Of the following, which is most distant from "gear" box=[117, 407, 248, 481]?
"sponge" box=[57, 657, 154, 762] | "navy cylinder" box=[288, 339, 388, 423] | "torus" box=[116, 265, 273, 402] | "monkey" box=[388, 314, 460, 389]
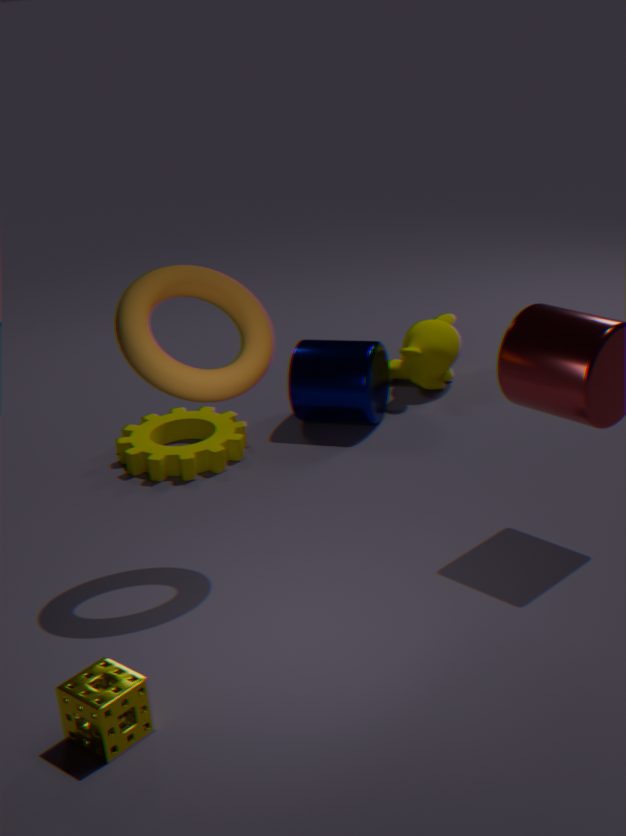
"sponge" box=[57, 657, 154, 762]
